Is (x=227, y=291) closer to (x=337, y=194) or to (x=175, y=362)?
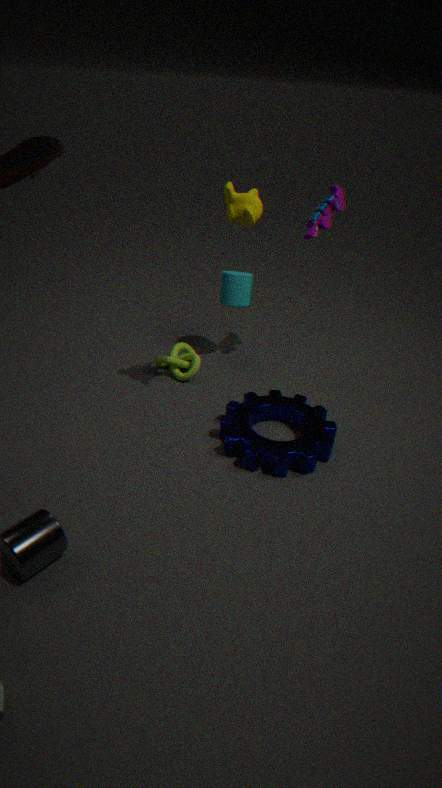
(x=175, y=362)
